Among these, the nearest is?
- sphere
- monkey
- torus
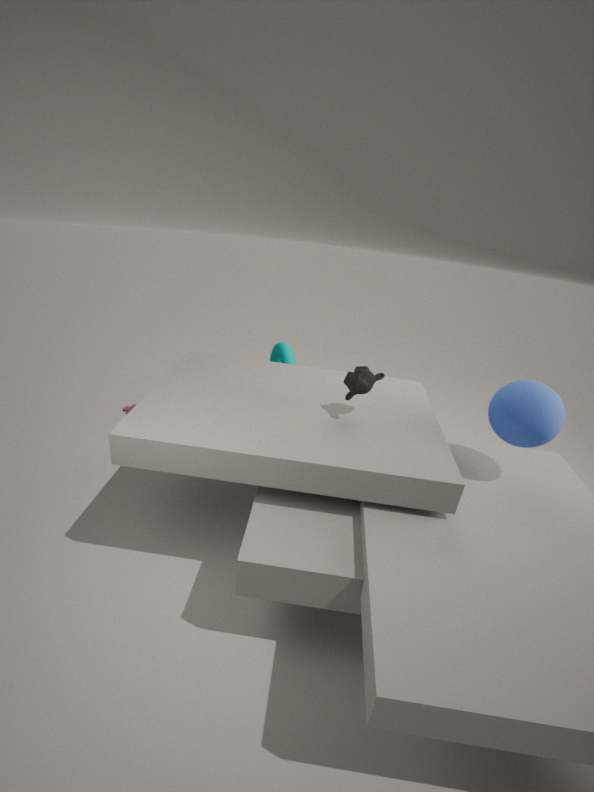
sphere
